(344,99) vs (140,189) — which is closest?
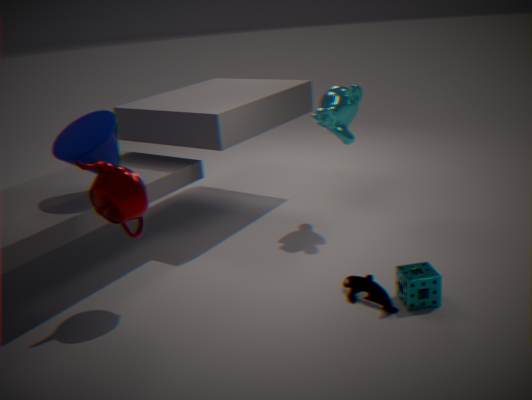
(140,189)
